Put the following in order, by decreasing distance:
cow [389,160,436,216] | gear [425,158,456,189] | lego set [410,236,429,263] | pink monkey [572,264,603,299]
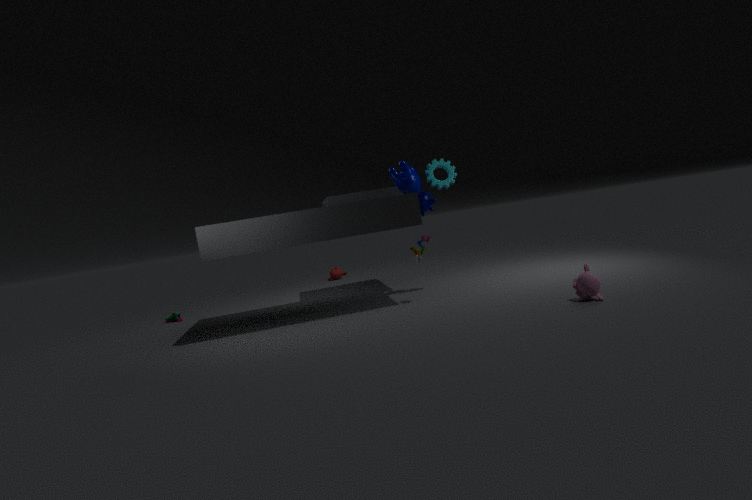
gear [425,158,456,189], cow [389,160,436,216], lego set [410,236,429,263], pink monkey [572,264,603,299]
